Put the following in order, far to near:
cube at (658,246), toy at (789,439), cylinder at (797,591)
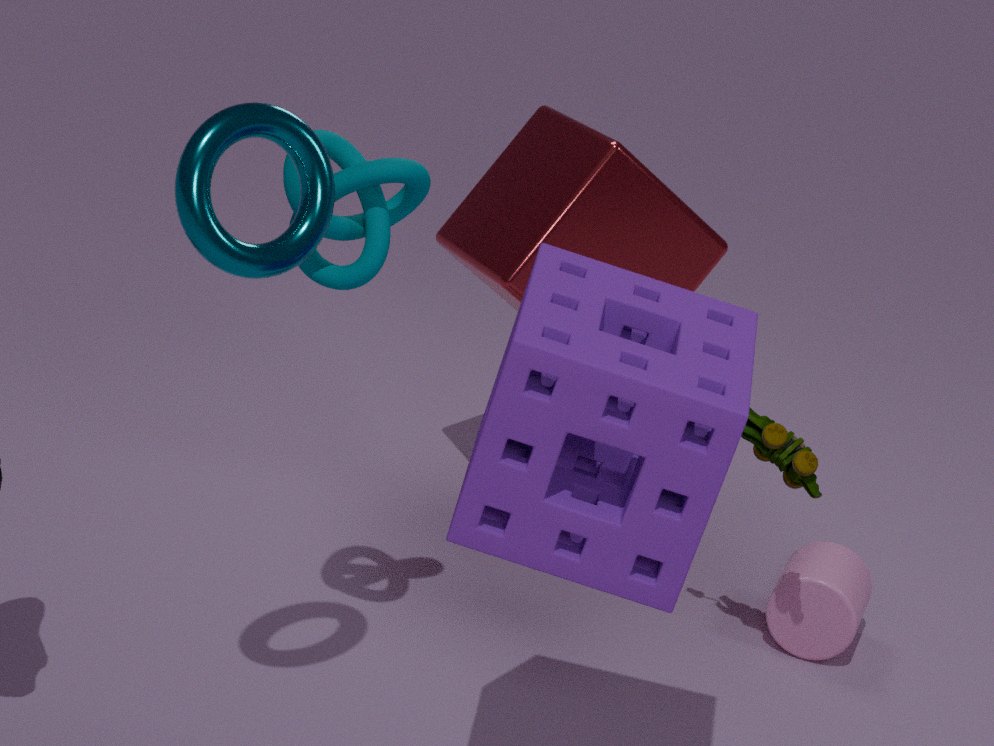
cylinder at (797,591), cube at (658,246), toy at (789,439)
